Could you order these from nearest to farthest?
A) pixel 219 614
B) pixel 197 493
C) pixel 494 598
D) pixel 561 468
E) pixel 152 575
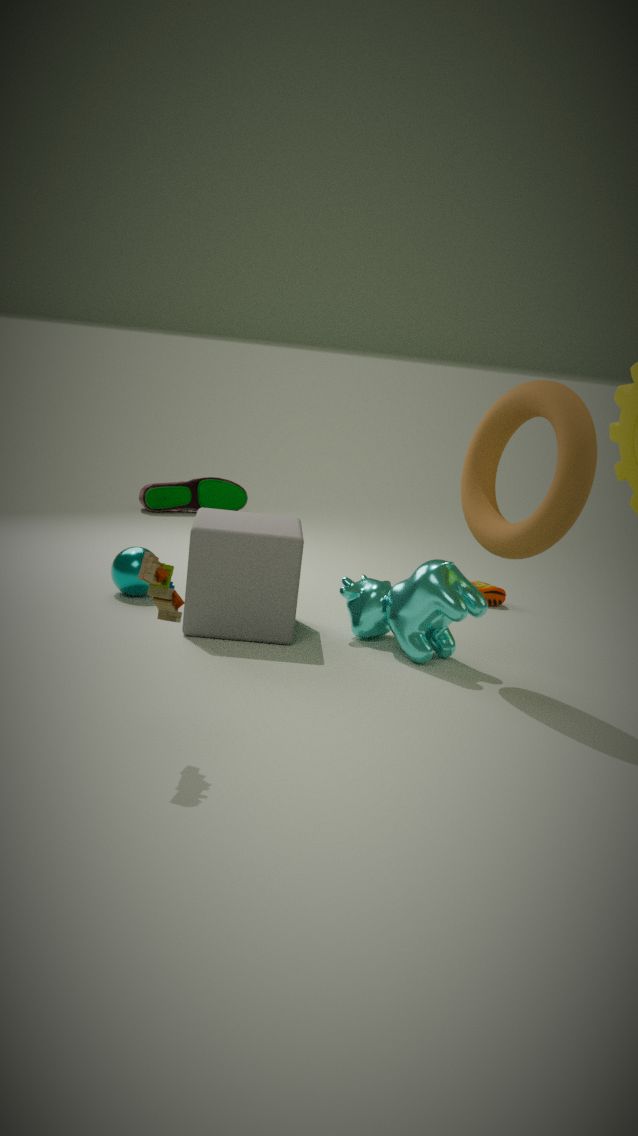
pixel 152 575
pixel 561 468
pixel 219 614
pixel 494 598
pixel 197 493
